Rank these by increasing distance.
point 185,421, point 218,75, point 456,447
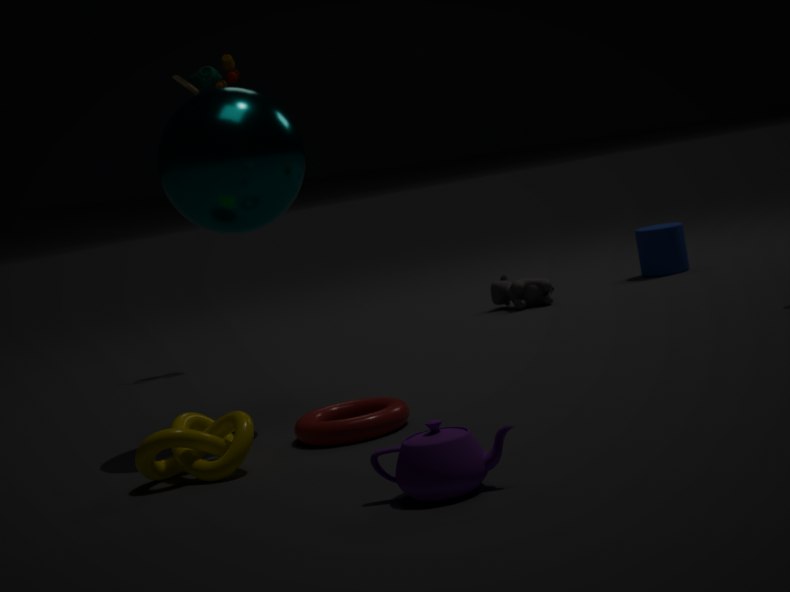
point 456,447 → point 185,421 → point 218,75
